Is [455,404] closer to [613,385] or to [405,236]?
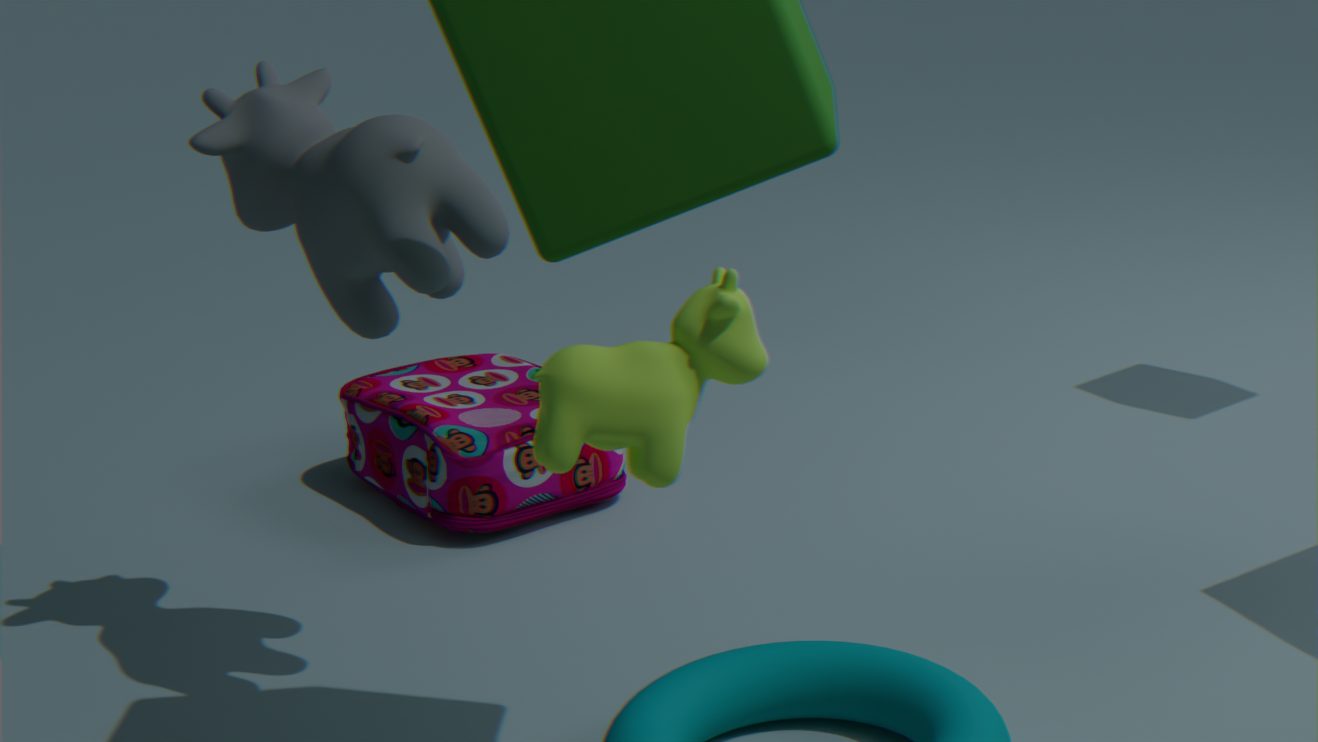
[405,236]
